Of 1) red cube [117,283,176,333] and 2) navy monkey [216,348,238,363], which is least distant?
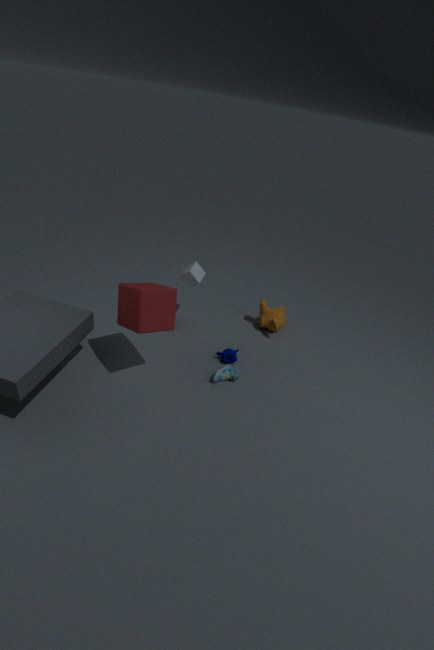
1. red cube [117,283,176,333]
